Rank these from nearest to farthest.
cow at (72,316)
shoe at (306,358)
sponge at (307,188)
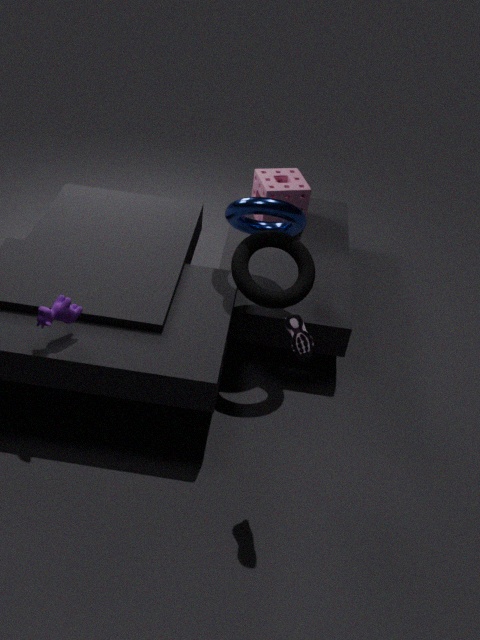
shoe at (306,358) → cow at (72,316) → sponge at (307,188)
